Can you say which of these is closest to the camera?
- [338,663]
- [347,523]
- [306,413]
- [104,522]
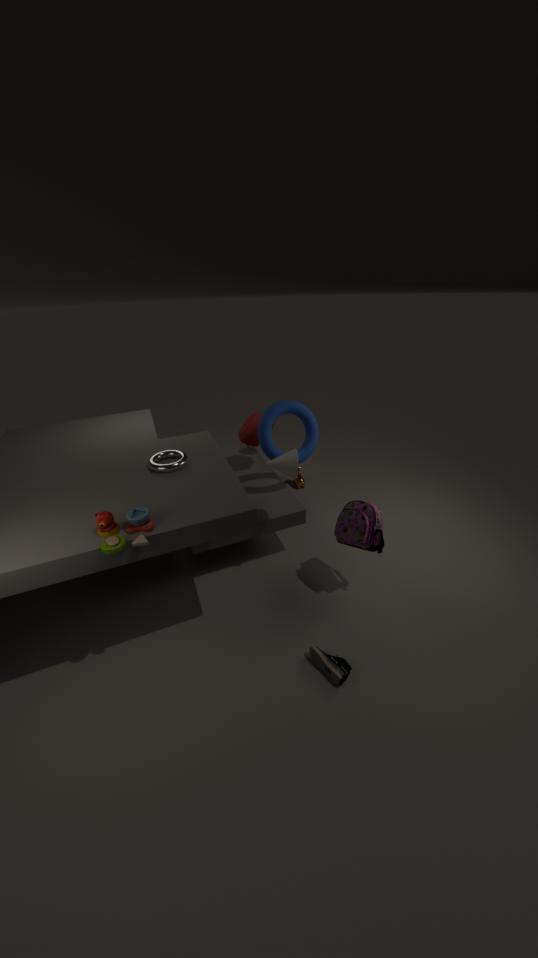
[104,522]
